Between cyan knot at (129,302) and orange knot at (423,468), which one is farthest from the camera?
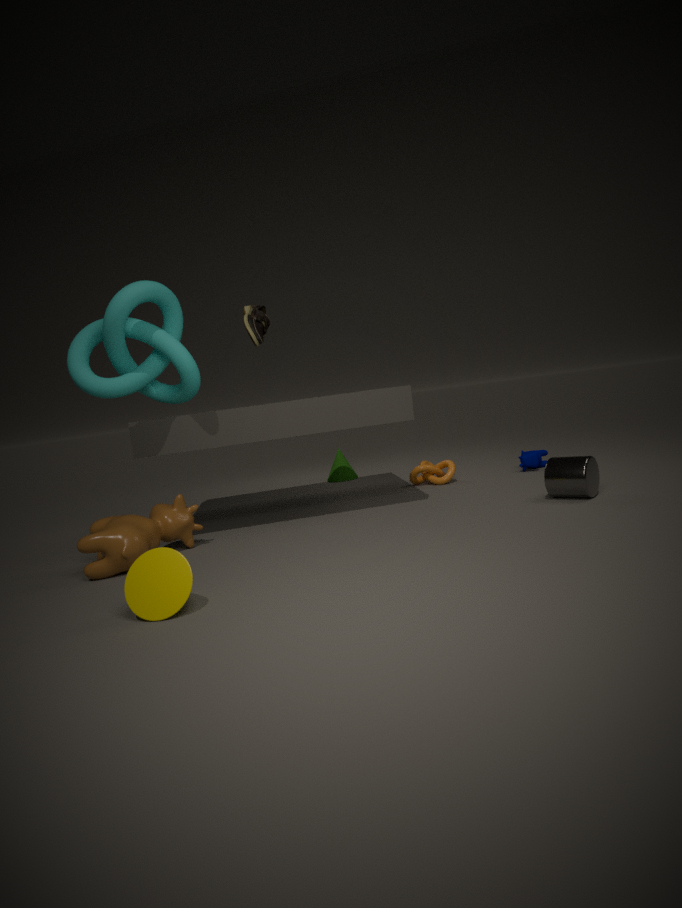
orange knot at (423,468)
